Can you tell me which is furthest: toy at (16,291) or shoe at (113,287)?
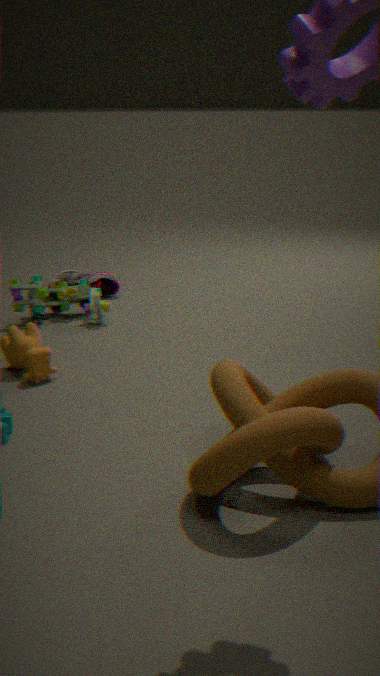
shoe at (113,287)
